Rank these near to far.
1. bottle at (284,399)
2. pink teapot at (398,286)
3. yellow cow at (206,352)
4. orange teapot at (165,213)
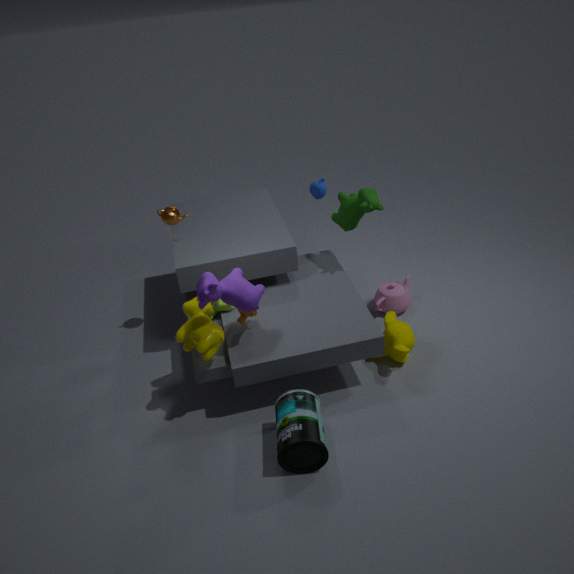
bottle at (284,399), yellow cow at (206,352), orange teapot at (165,213), pink teapot at (398,286)
